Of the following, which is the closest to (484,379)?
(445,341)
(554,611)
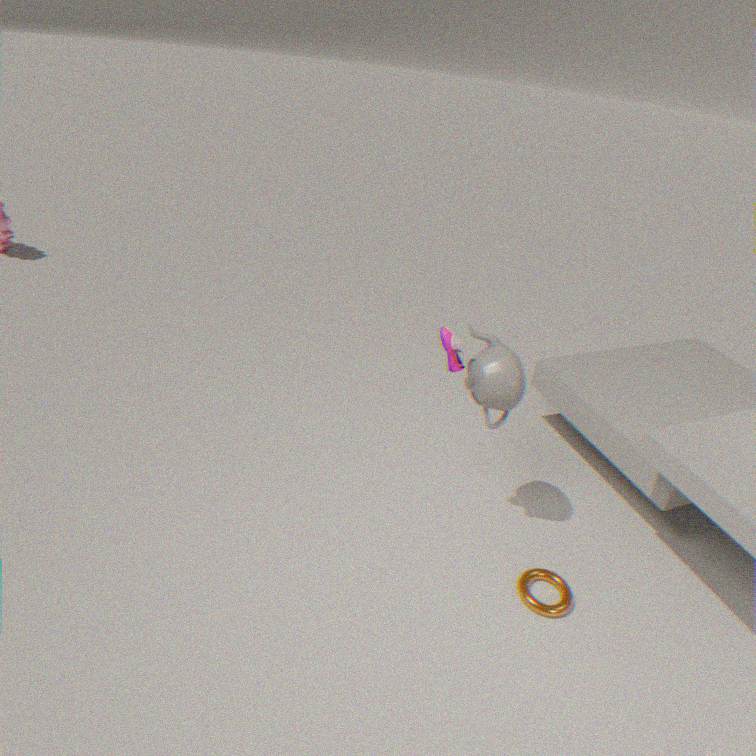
(445,341)
